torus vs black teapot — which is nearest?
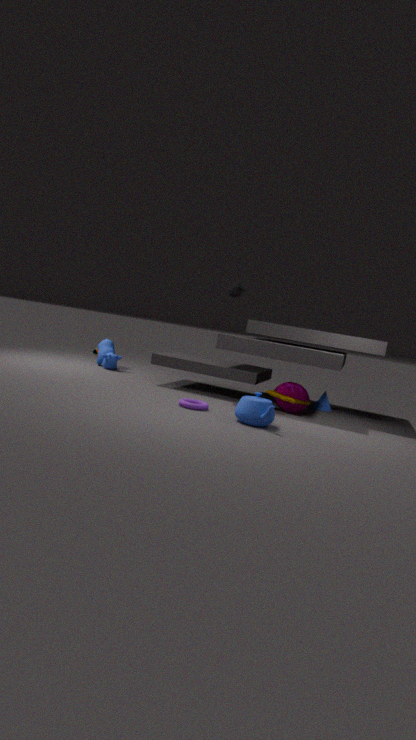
torus
